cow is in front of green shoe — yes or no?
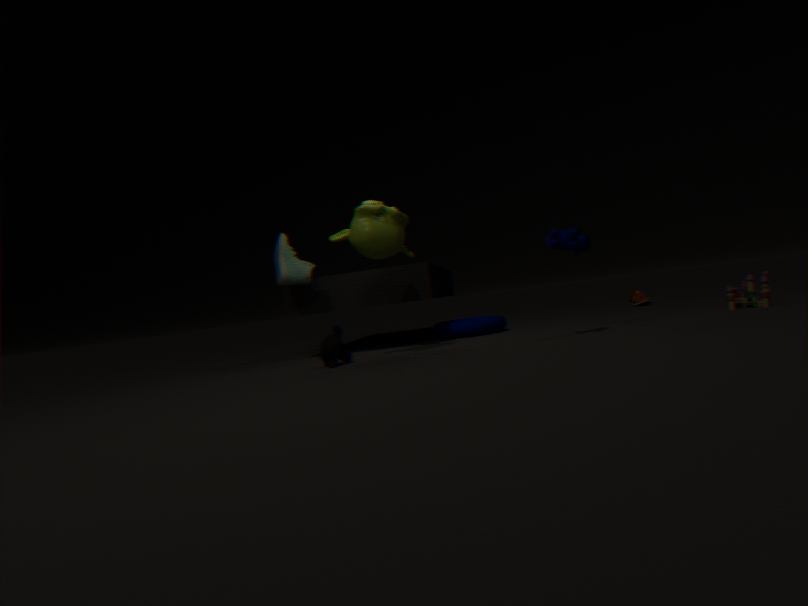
Yes
